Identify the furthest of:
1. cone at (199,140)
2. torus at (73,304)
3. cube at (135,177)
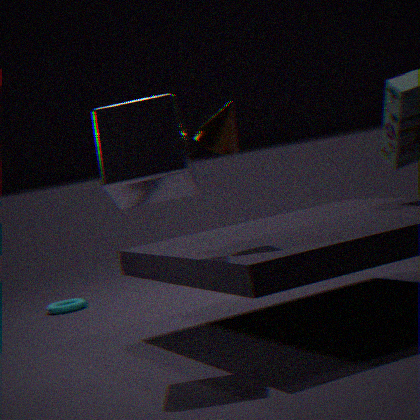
torus at (73,304)
